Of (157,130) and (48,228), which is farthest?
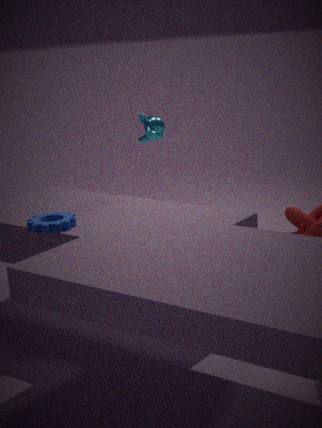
(157,130)
